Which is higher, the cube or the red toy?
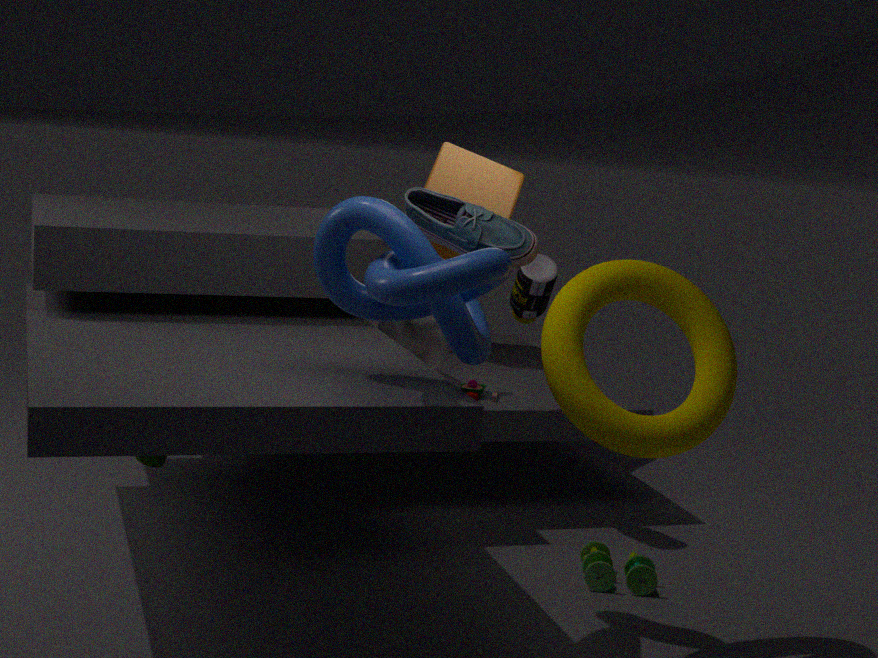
the cube
